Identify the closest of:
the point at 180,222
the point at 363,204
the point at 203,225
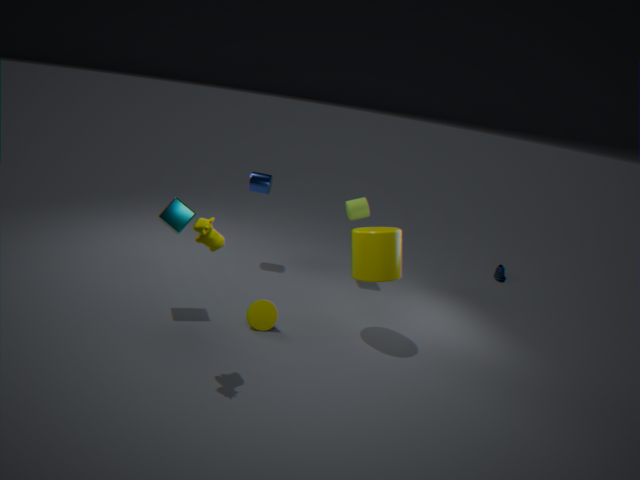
the point at 203,225
